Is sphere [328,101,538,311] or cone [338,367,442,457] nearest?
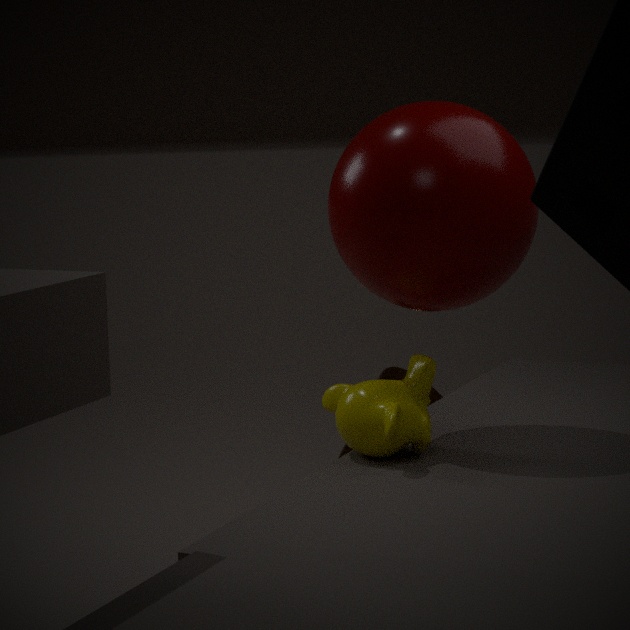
sphere [328,101,538,311]
